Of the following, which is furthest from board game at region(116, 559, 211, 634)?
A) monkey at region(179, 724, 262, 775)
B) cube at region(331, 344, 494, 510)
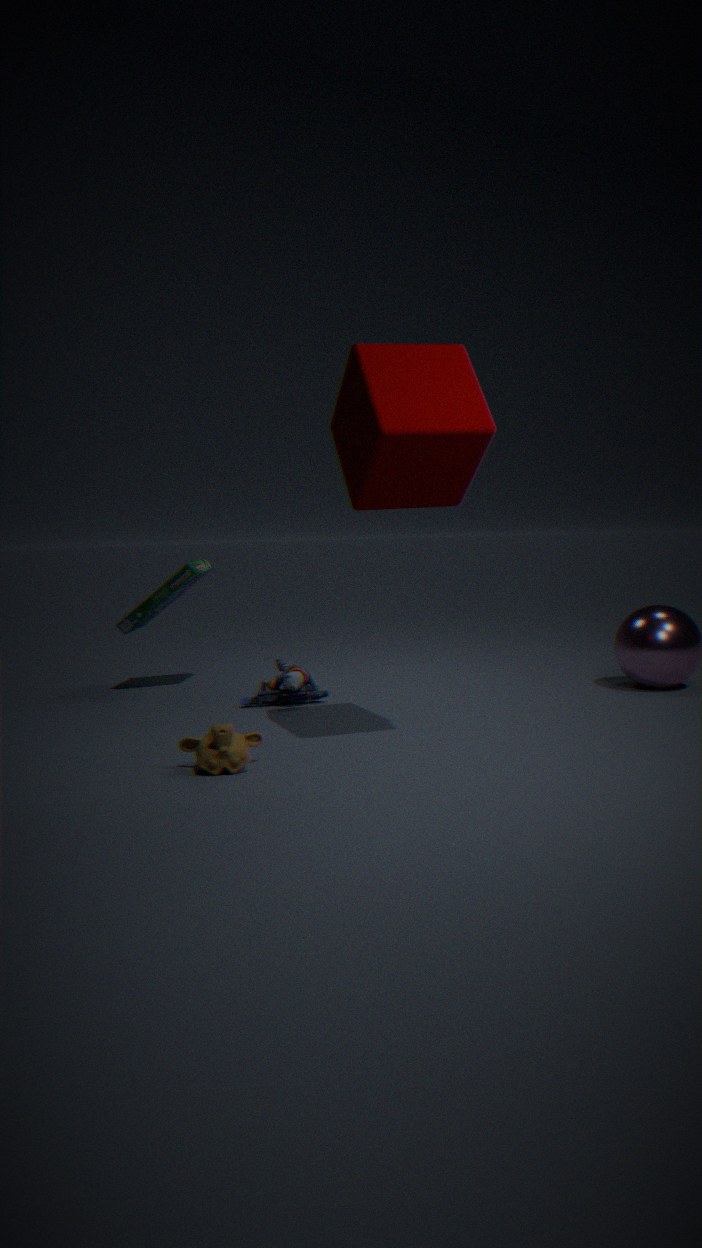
monkey at region(179, 724, 262, 775)
